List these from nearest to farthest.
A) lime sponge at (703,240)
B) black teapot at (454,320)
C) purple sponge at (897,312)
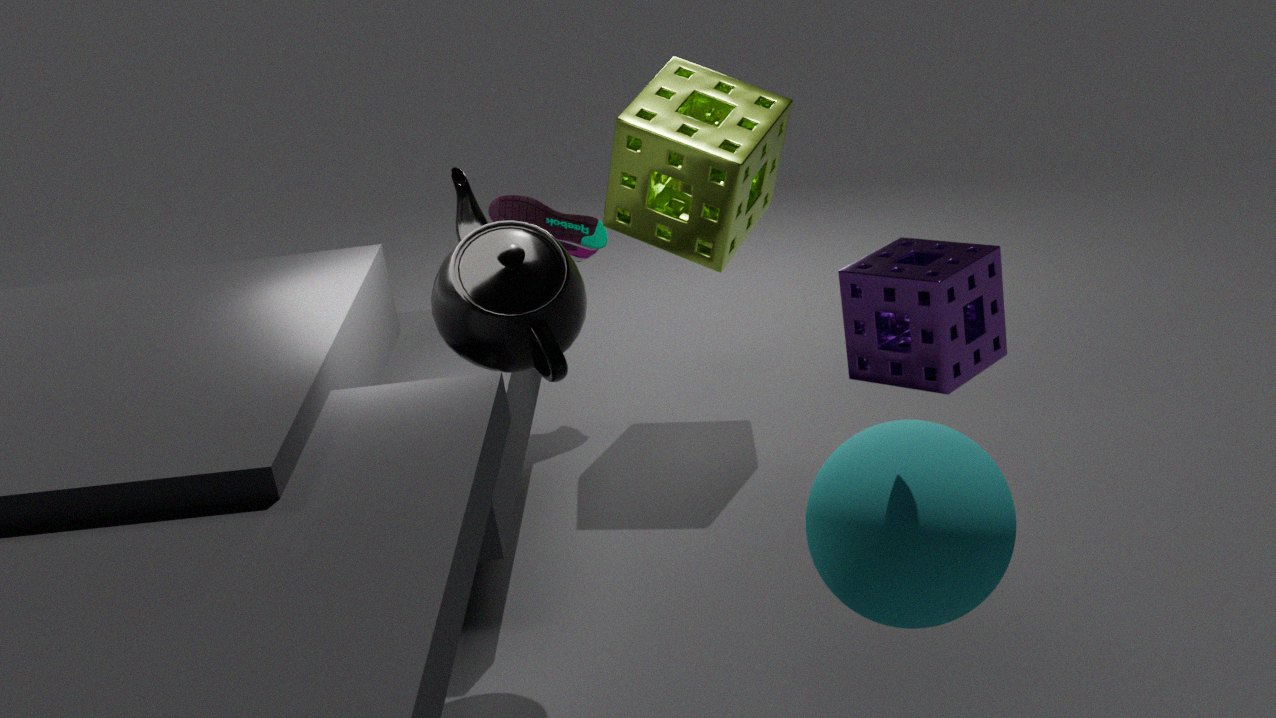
purple sponge at (897,312)
black teapot at (454,320)
lime sponge at (703,240)
